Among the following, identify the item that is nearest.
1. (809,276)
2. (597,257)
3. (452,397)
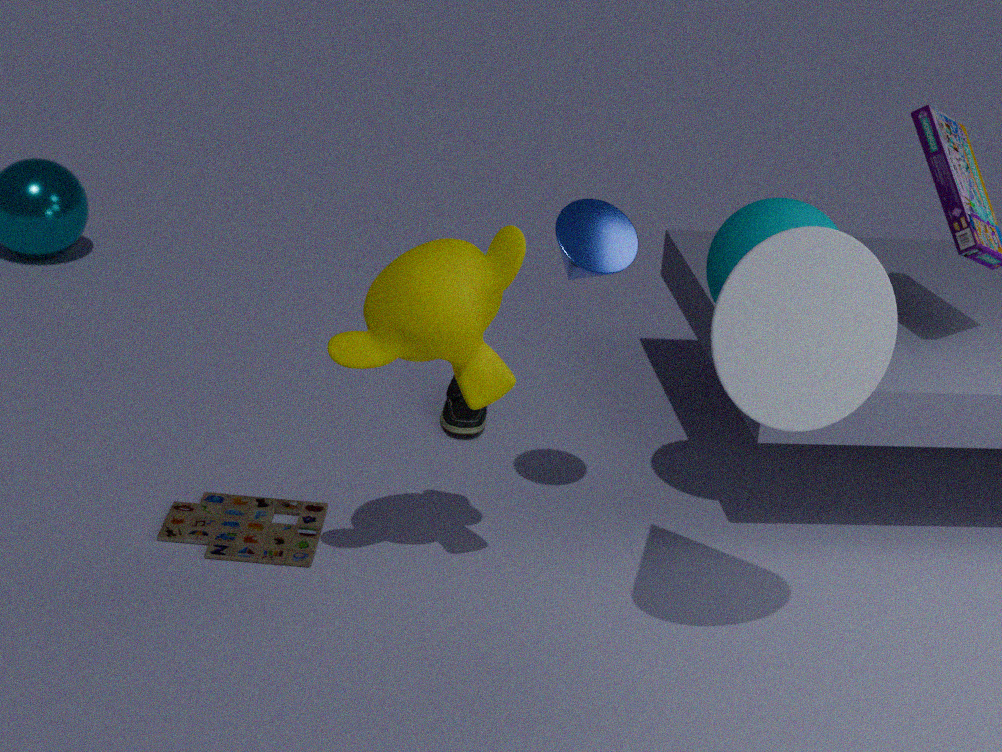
(809,276)
